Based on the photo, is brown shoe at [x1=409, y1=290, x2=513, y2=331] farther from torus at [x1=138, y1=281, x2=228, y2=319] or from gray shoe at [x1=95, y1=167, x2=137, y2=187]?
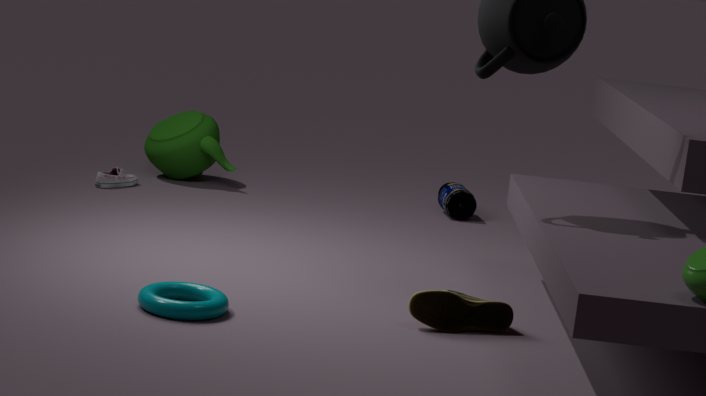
gray shoe at [x1=95, y1=167, x2=137, y2=187]
